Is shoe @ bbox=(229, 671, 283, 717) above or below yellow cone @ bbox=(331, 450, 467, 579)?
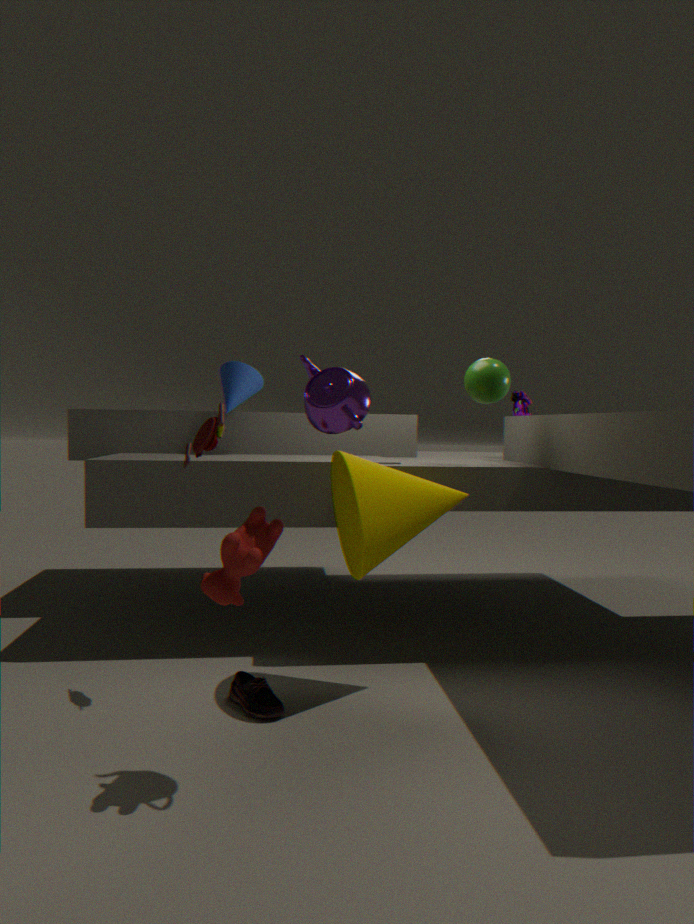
below
